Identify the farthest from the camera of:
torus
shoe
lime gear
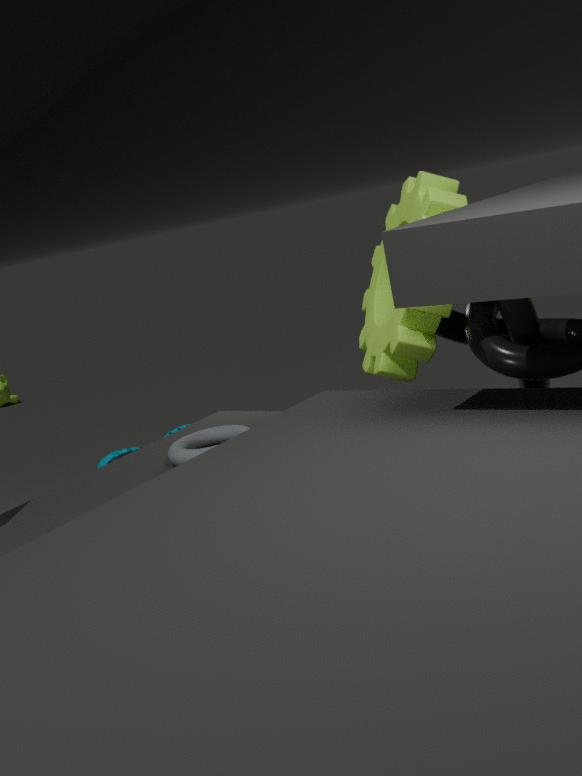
shoe
